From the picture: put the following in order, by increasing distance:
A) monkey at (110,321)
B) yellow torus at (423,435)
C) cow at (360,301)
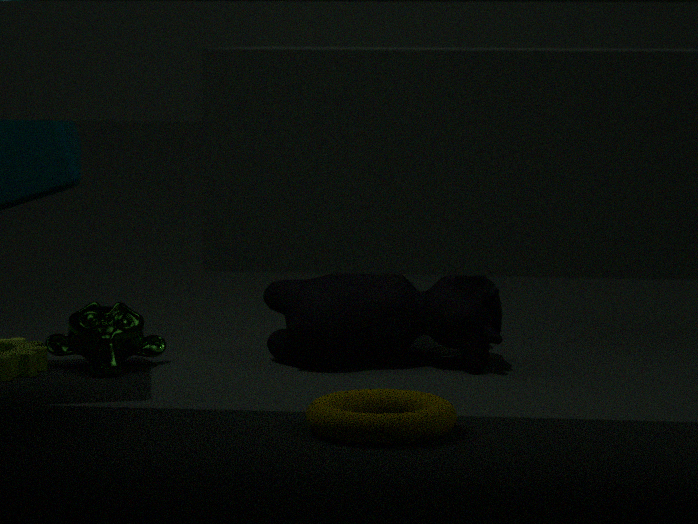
yellow torus at (423,435) → monkey at (110,321) → cow at (360,301)
